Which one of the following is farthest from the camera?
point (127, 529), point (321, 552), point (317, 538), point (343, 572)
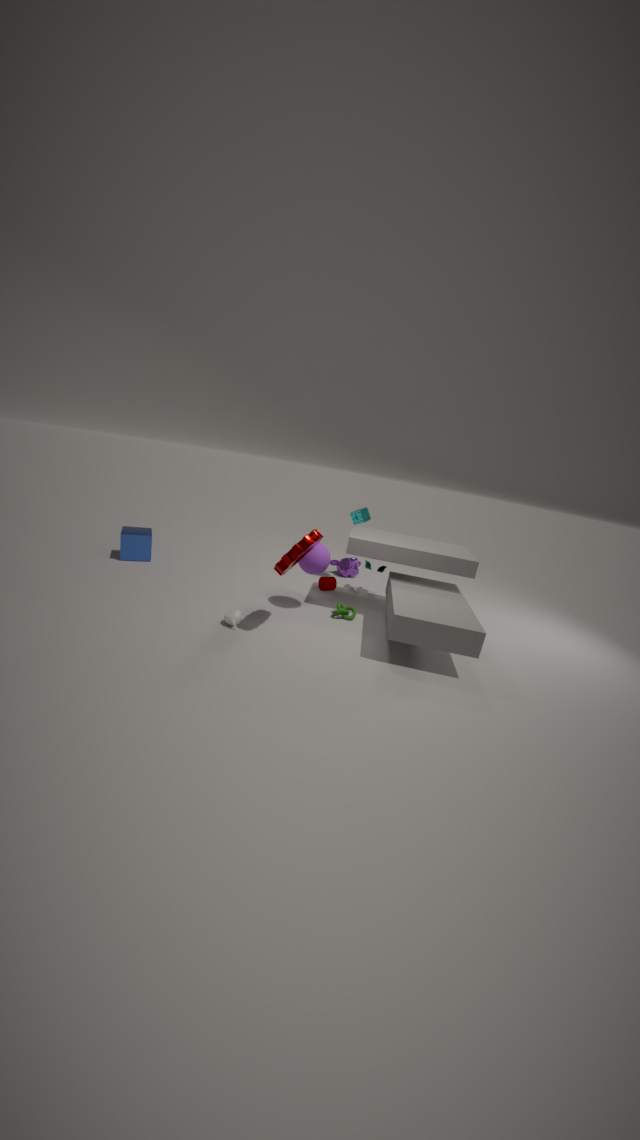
→ point (343, 572)
